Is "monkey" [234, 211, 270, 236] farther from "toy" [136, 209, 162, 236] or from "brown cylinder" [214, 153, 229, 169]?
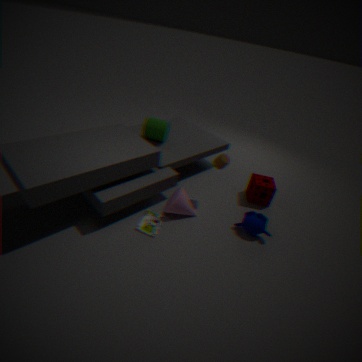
"toy" [136, 209, 162, 236]
